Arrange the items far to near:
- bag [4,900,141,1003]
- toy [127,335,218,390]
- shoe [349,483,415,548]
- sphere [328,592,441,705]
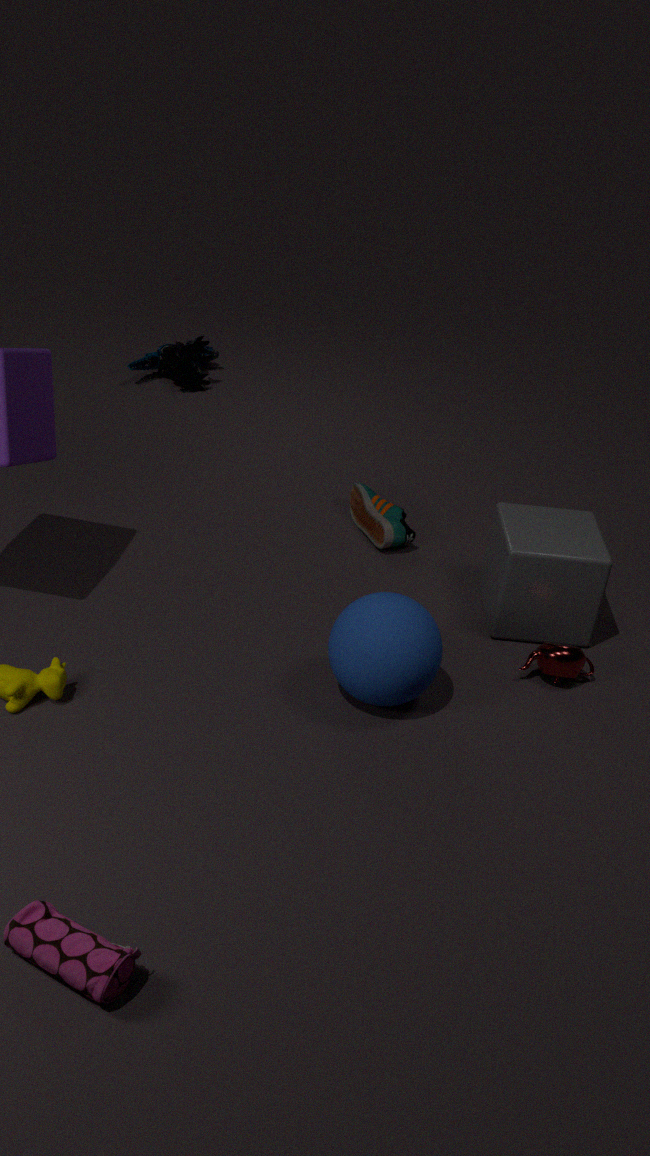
1. toy [127,335,218,390]
2. shoe [349,483,415,548]
3. sphere [328,592,441,705]
4. bag [4,900,141,1003]
